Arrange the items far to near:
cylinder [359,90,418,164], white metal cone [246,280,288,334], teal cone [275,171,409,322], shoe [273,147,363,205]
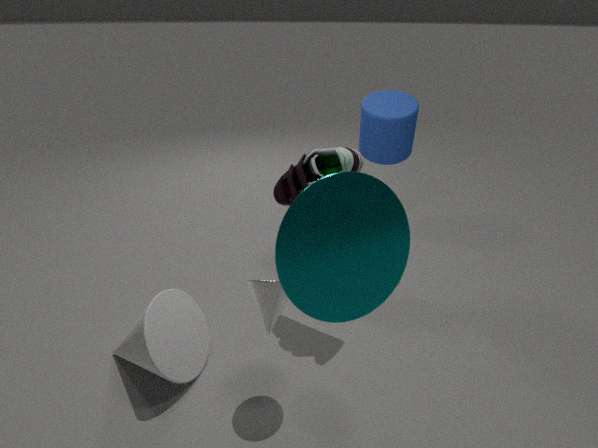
cylinder [359,90,418,164] → shoe [273,147,363,205] → white metal cone [246,280,288,334] → teal cone [275,171,409,322]
